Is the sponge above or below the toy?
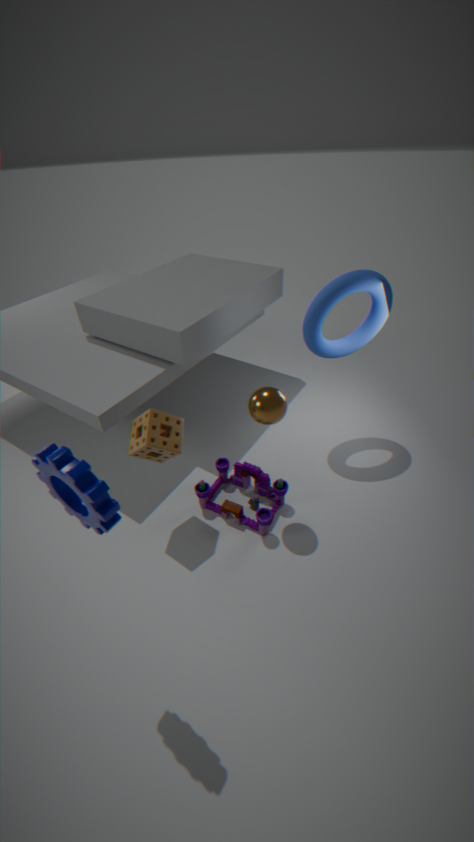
above
